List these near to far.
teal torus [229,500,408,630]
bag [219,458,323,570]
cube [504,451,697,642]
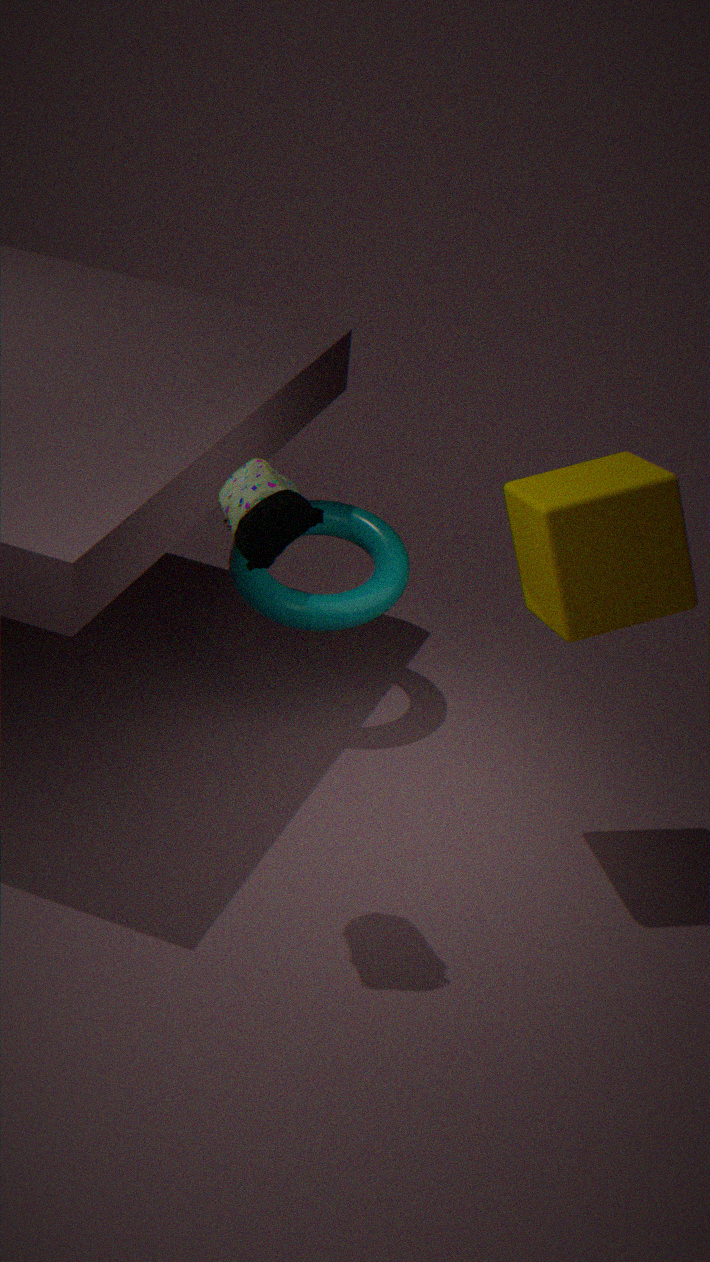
1. bag [219,458,323,570]
2. cube [504,451,697,642]
3. teal torus [229,500,408,630]
